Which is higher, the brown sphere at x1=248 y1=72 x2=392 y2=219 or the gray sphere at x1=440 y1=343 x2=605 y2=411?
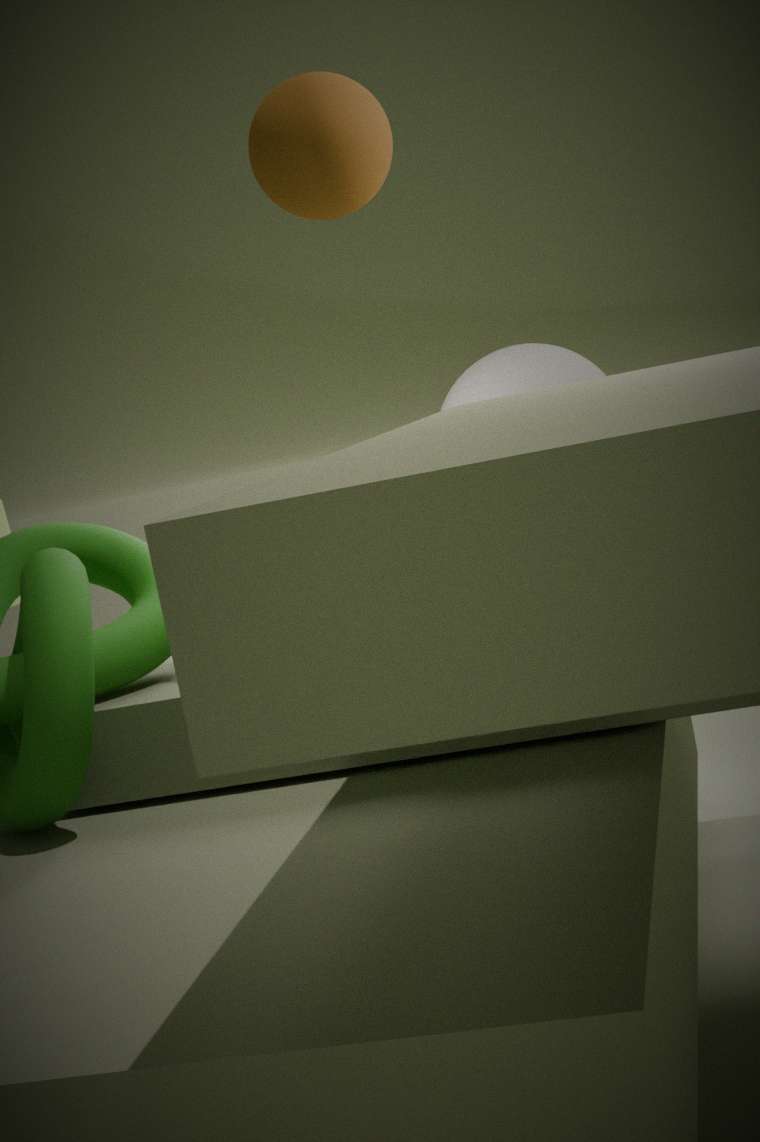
the brown sphere at x1=248 y1=72 x2=392 y2=219
